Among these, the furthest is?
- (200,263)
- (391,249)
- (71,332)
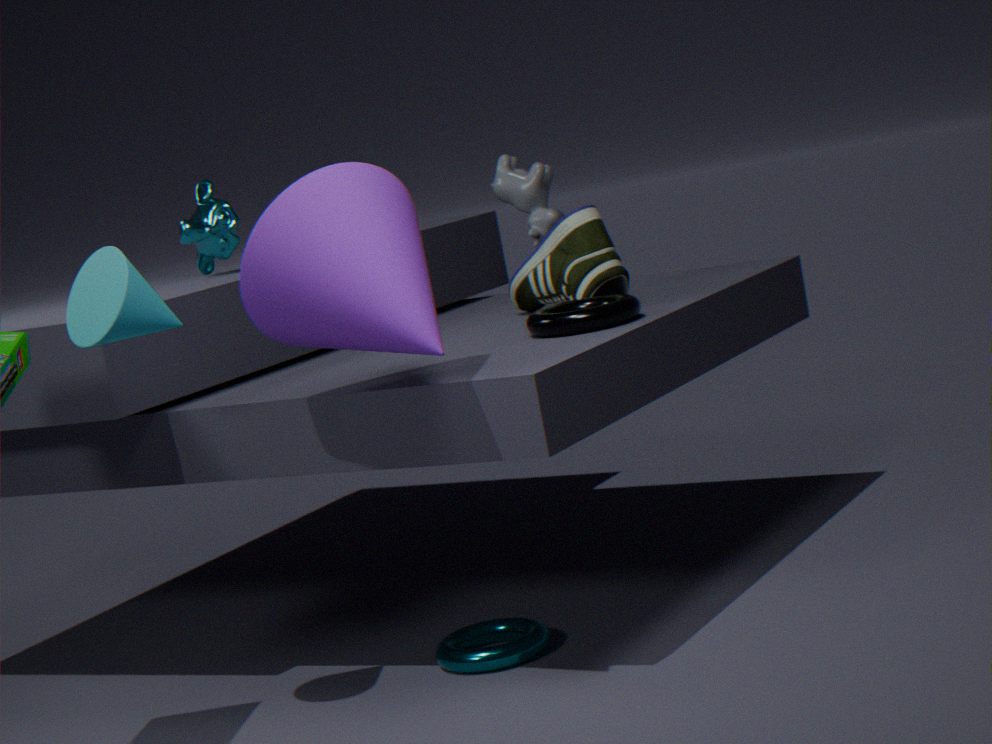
(200,263)
